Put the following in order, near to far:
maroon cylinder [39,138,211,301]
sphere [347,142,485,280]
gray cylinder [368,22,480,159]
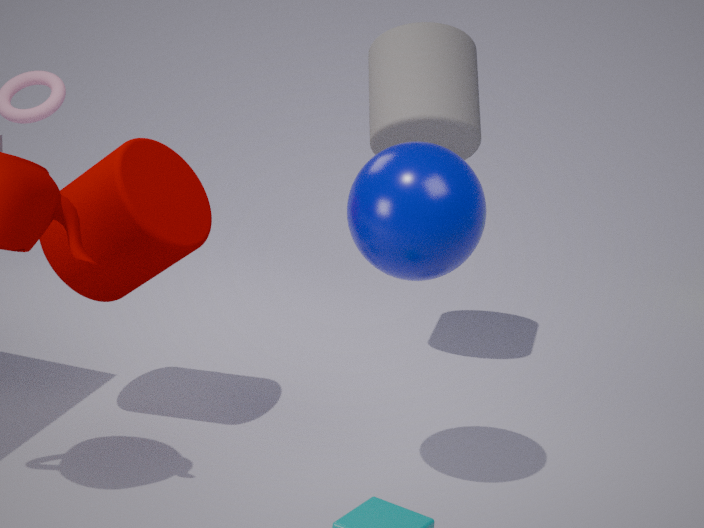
sphere [347,142,485,280] < maroon cylinder [39,138,211,301] < gray cylinder [368,22,480,159]
